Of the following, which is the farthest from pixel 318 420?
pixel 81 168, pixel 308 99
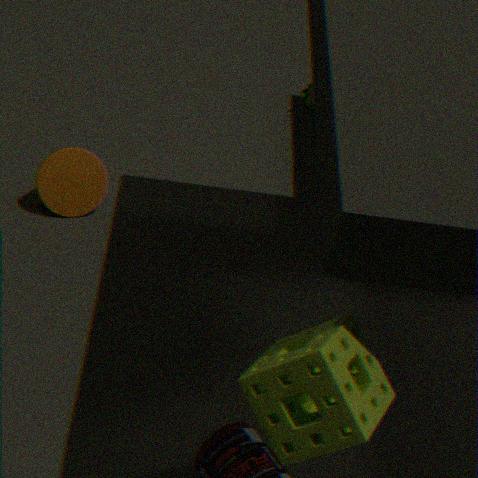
pixel 308 99
